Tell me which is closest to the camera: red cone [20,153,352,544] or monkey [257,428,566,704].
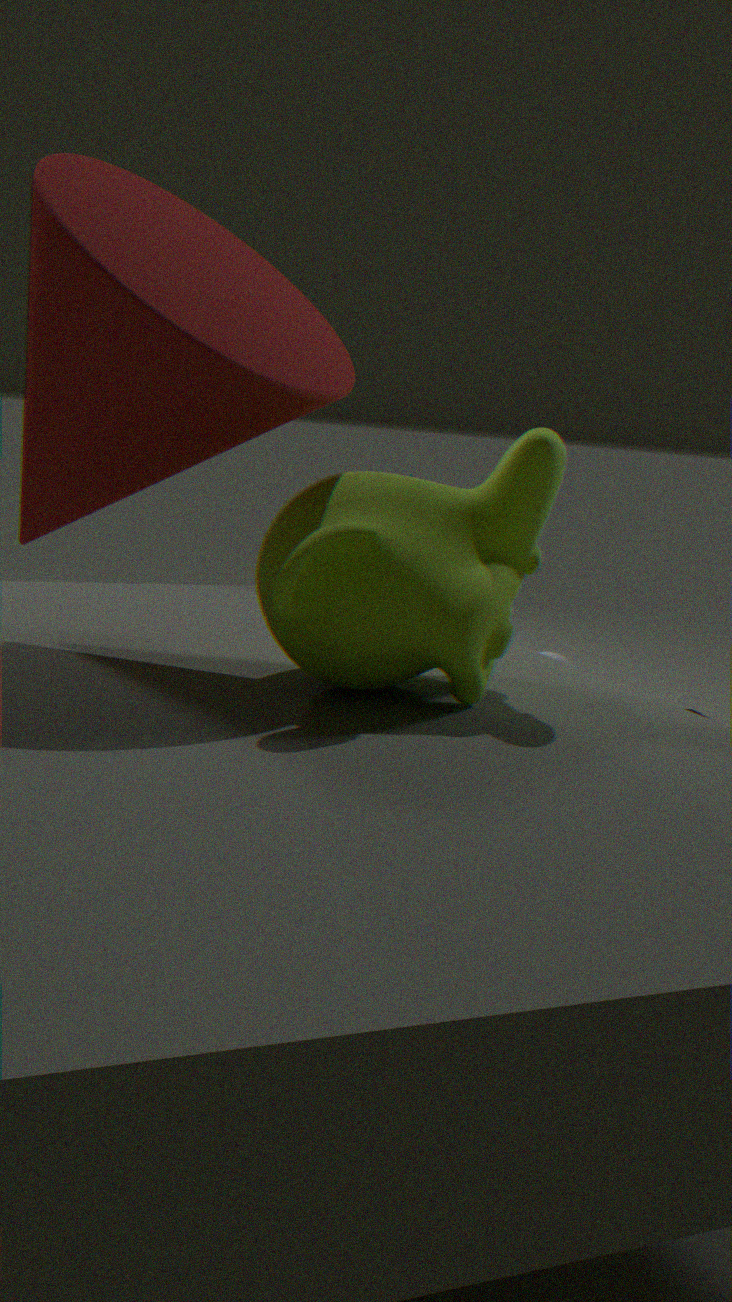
red cone [20,153,352,544]
